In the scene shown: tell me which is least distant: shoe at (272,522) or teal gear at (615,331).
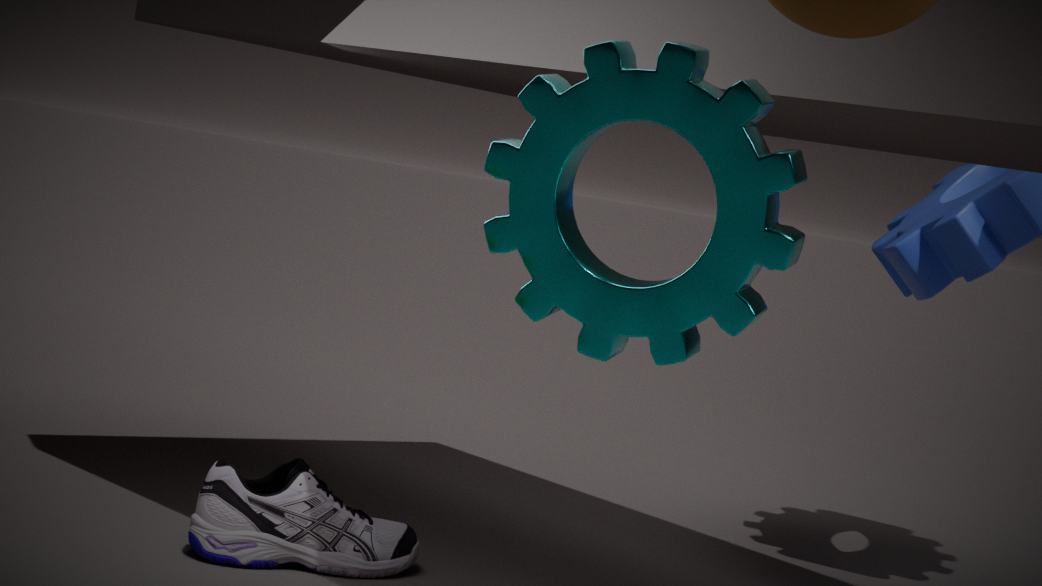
teal gear at (615,331)
